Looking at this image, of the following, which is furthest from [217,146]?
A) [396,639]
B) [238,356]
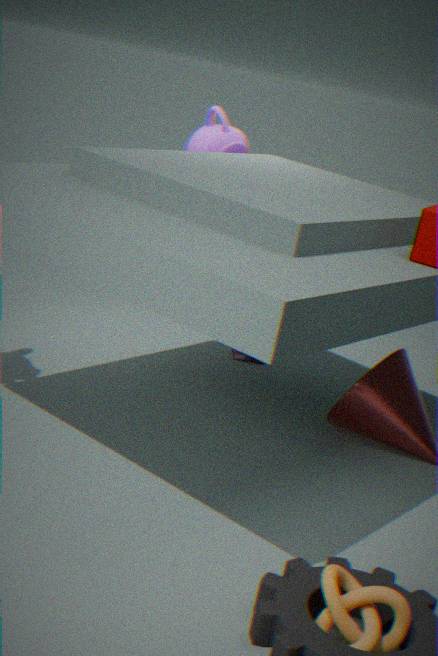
[396,639]
